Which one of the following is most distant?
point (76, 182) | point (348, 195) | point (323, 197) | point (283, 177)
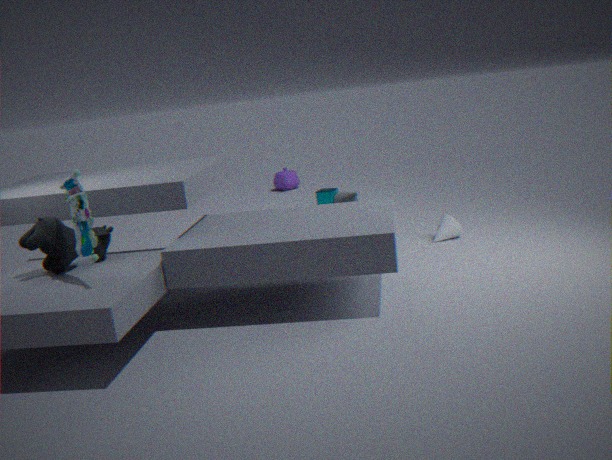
point (283, 177)
